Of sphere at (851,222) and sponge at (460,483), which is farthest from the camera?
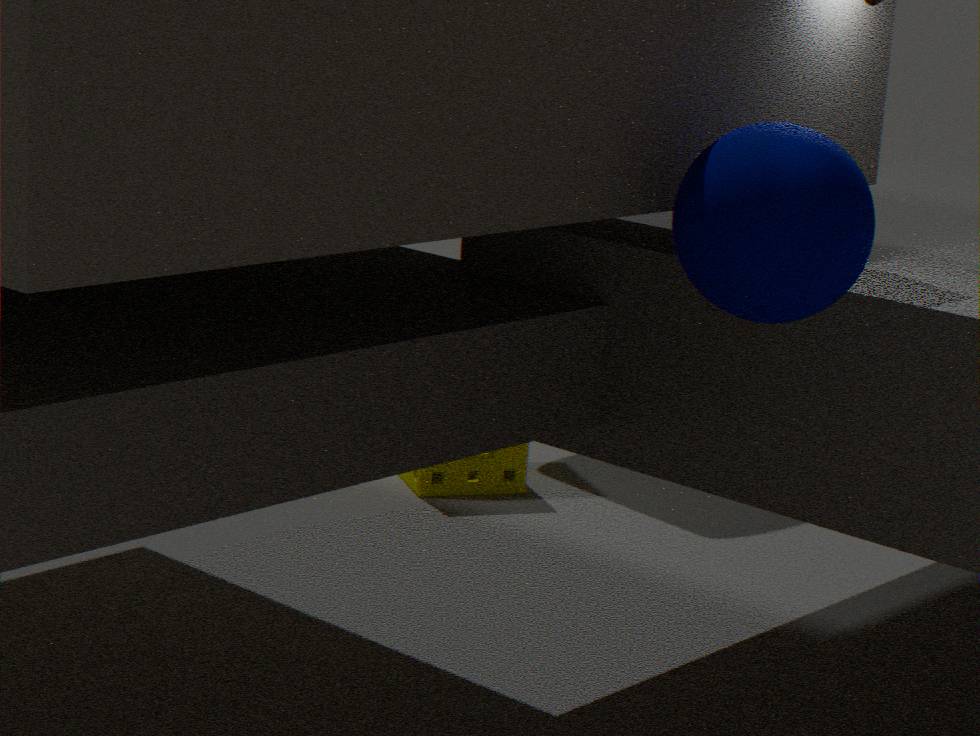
sponge at (460,483)
